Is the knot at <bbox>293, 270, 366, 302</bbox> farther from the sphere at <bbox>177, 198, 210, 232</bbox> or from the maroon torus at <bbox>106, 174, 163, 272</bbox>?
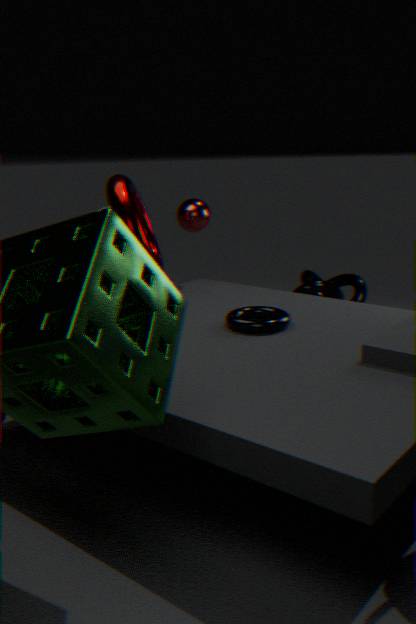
the maroon torus at <bbox>106, 174, 163, 272</bbox>
